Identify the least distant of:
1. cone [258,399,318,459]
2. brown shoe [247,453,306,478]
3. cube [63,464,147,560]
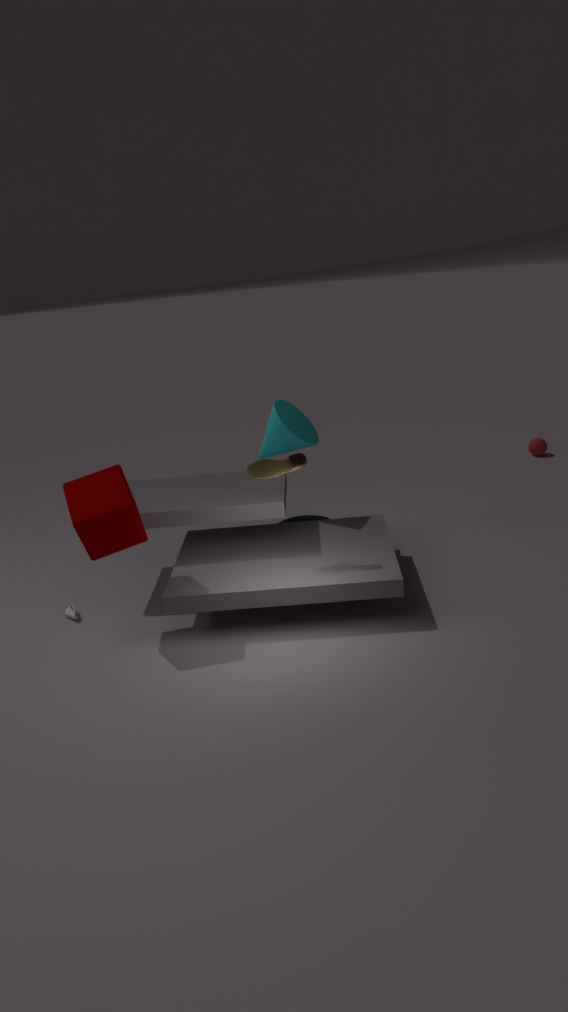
cube [63,464,147,560]
